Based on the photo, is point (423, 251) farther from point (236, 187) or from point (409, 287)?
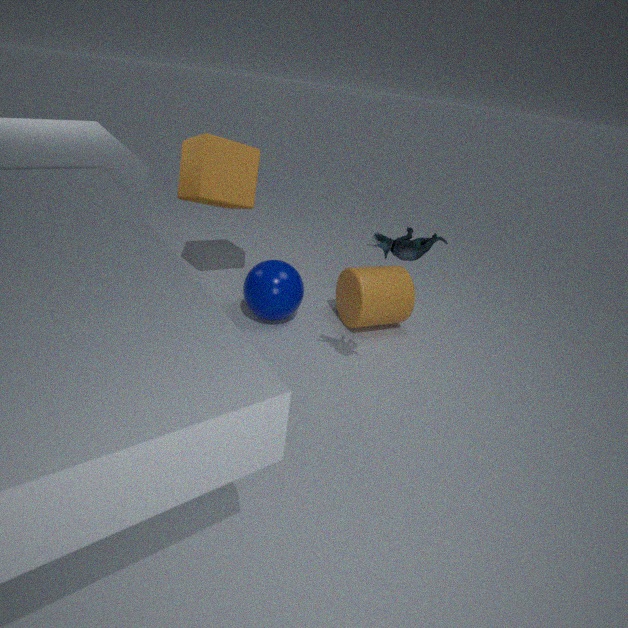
point (236, 187)
